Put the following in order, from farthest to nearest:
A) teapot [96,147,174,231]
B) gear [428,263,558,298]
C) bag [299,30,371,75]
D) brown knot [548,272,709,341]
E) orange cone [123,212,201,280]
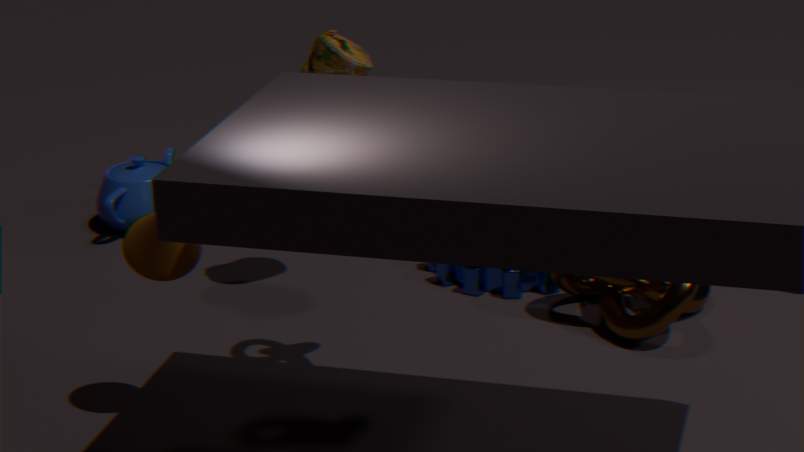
teapot [96,147,174,231], gear [428,263,558,298], bag [299,30,371,75], brown knot [548,272,709,341], orange cone [123,212,201,280]
